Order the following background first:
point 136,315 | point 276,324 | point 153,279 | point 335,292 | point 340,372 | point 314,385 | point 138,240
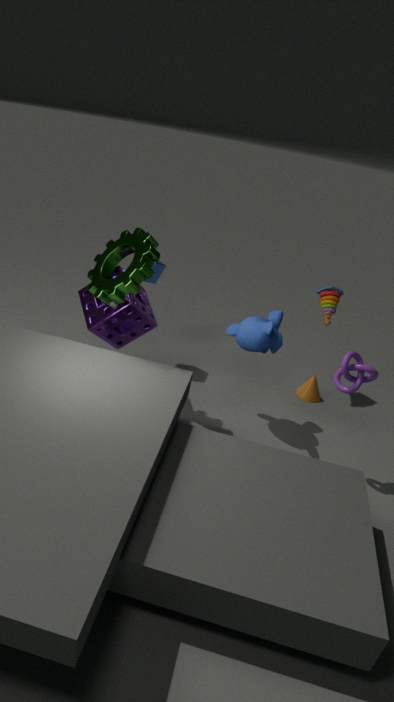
point 314,385
point 335,292
point 153,279
point 276,324
point 136,315
point 138,240
point 340,372
